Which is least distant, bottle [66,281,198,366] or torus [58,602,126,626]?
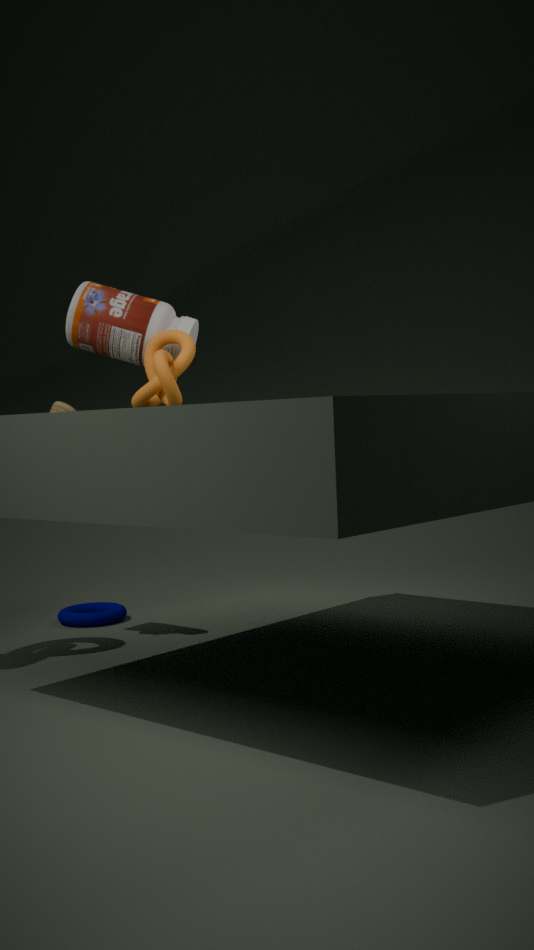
bottle [66,281,198,366]
